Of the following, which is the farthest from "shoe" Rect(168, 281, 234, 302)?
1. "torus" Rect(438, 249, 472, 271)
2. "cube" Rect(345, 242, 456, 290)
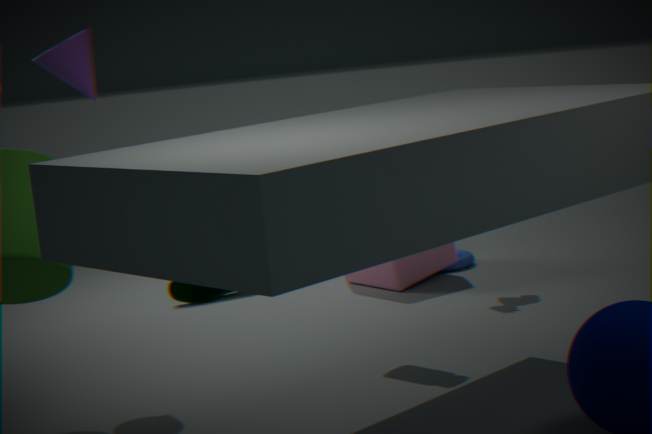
"torus" Rect(438, 249, 472, 271)
